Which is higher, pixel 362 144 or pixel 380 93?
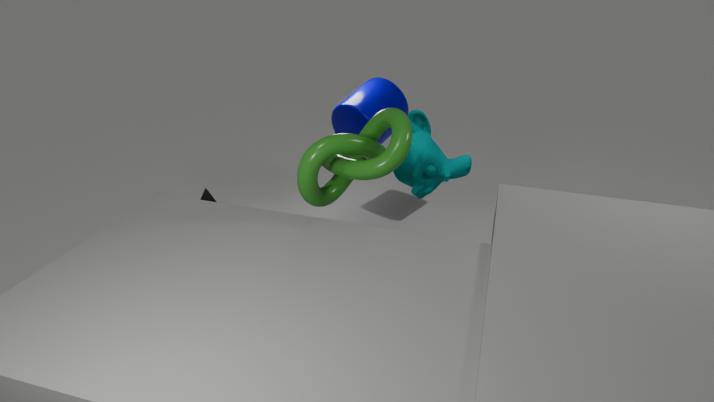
pixel 362 144
